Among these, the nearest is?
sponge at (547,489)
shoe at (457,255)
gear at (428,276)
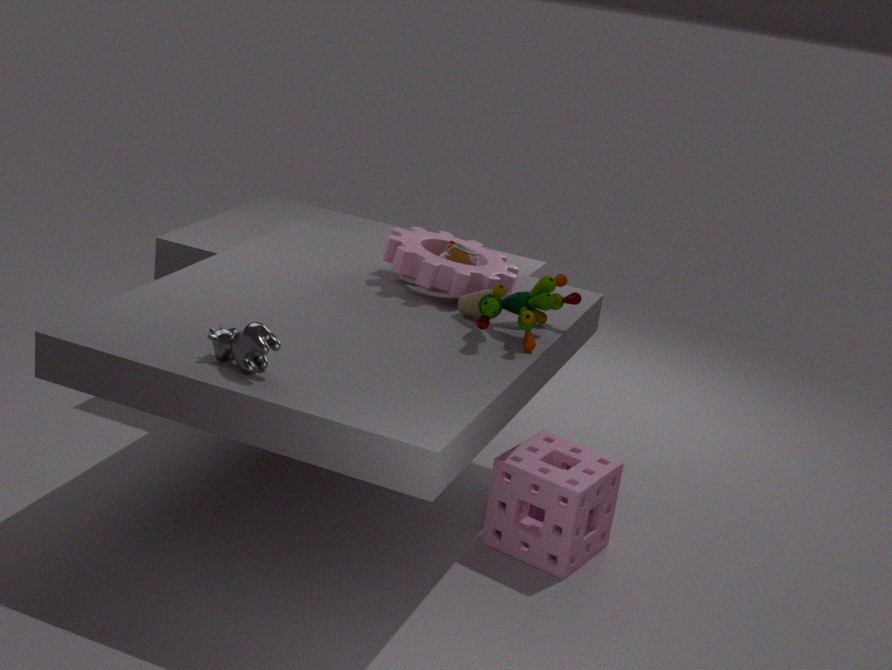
sponge at (547,489)
